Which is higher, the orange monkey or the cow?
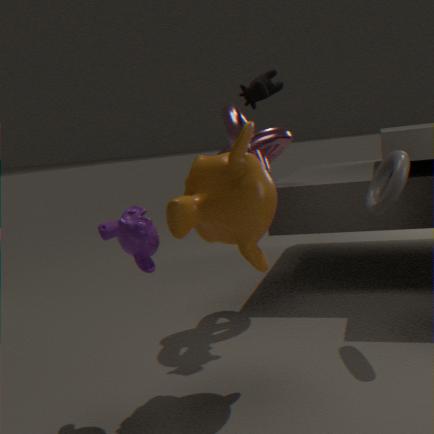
the cow
